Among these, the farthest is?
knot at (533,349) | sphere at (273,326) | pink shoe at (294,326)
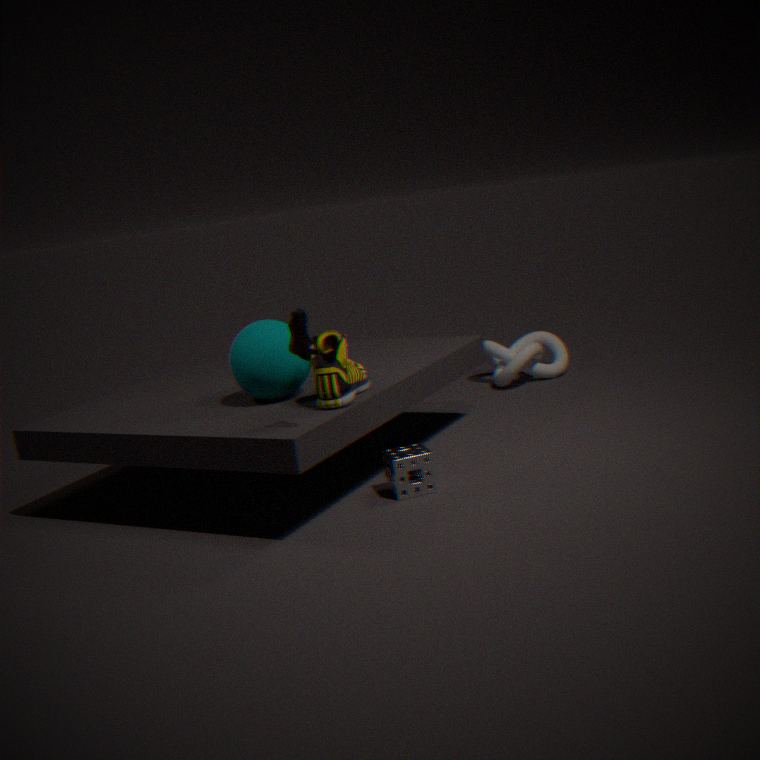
knot at (533,349)
